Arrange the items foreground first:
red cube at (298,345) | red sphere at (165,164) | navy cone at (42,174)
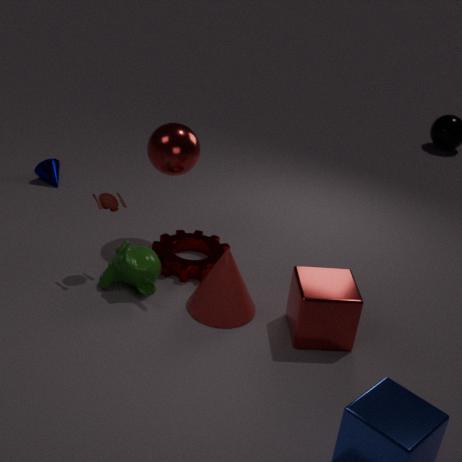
red cube at (298,345)
red sphere at (165,164)
navy cone at (42,174)
